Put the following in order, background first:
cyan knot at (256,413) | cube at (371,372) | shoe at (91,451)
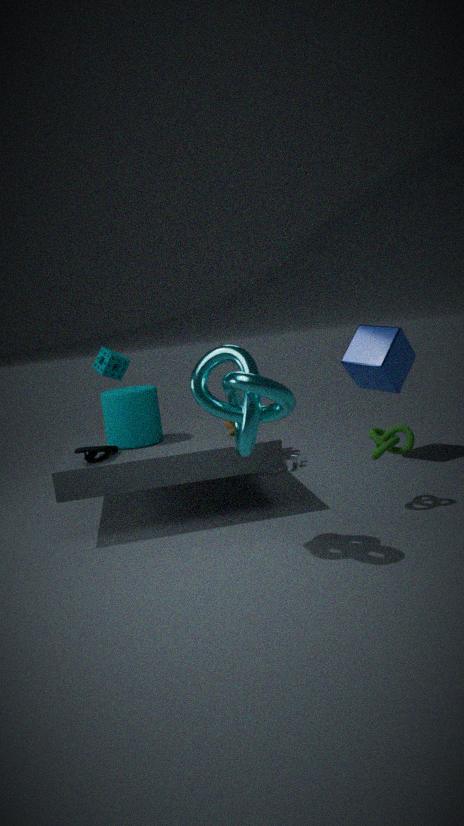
cube at (371,372)
shoe at (91,451)
cyan knot at (256,413)
